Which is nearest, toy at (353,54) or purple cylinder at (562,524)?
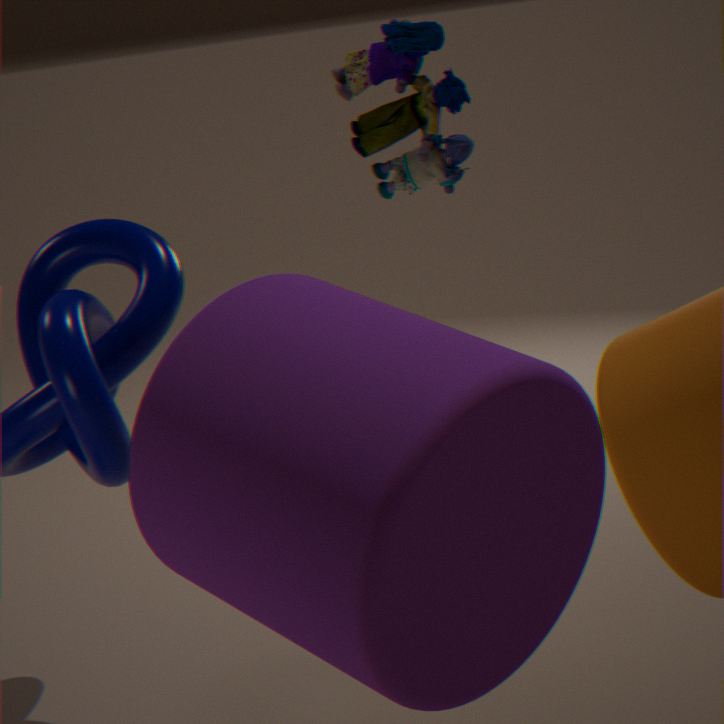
purple cylinder at (562,524)
